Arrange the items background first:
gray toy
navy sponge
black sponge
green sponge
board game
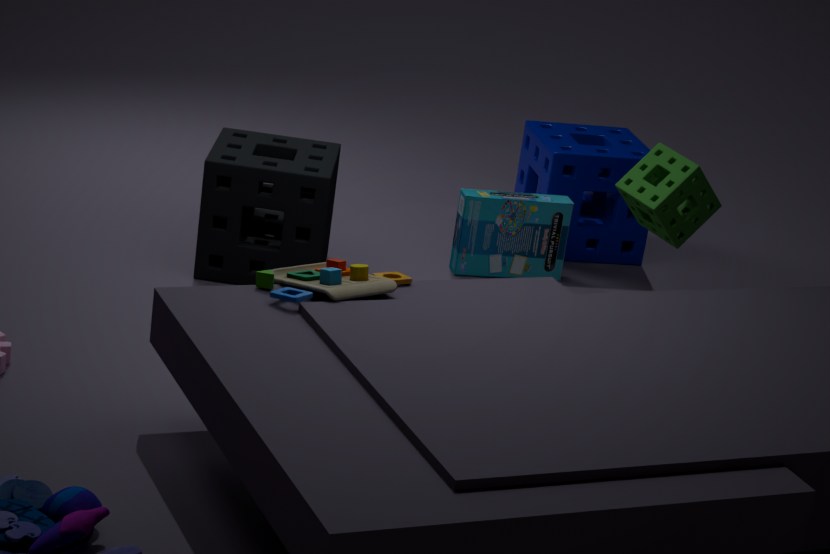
1. navy sponge
2. board game
3. black sponge
4. green sponge
5. gray toy
